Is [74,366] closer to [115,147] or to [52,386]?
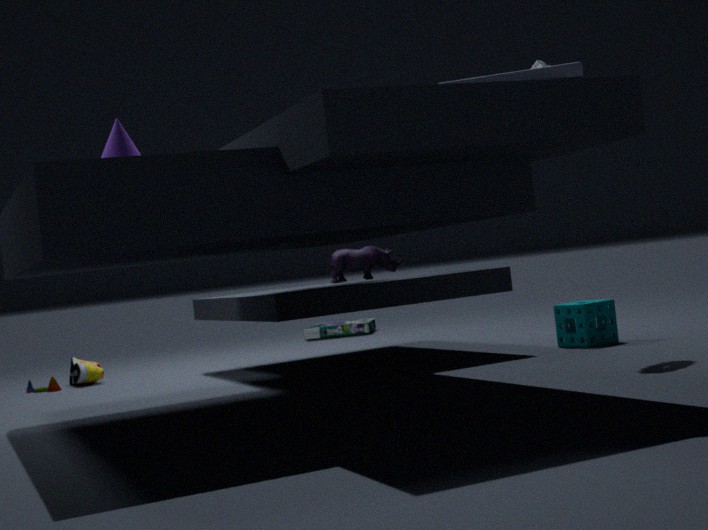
[52,386]
